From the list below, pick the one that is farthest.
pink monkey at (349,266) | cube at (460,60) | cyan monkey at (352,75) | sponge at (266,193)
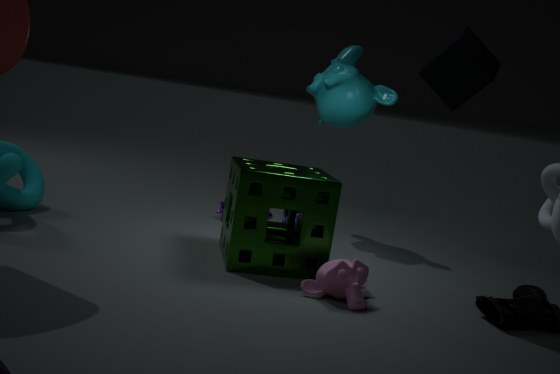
cyan monkey at (352,75)
